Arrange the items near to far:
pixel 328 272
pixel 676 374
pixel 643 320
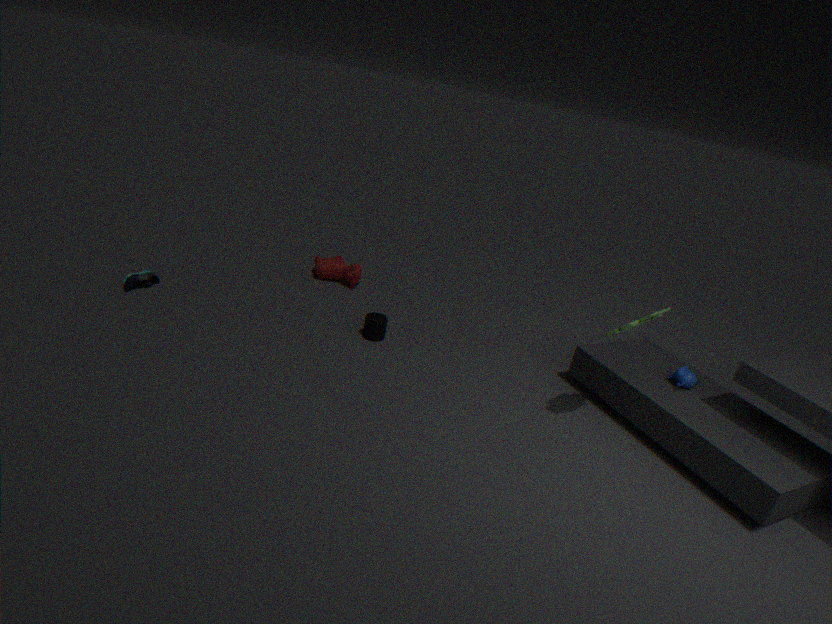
1. pixel 643 320
2. pixel 676 374
3. pixel 328 272
